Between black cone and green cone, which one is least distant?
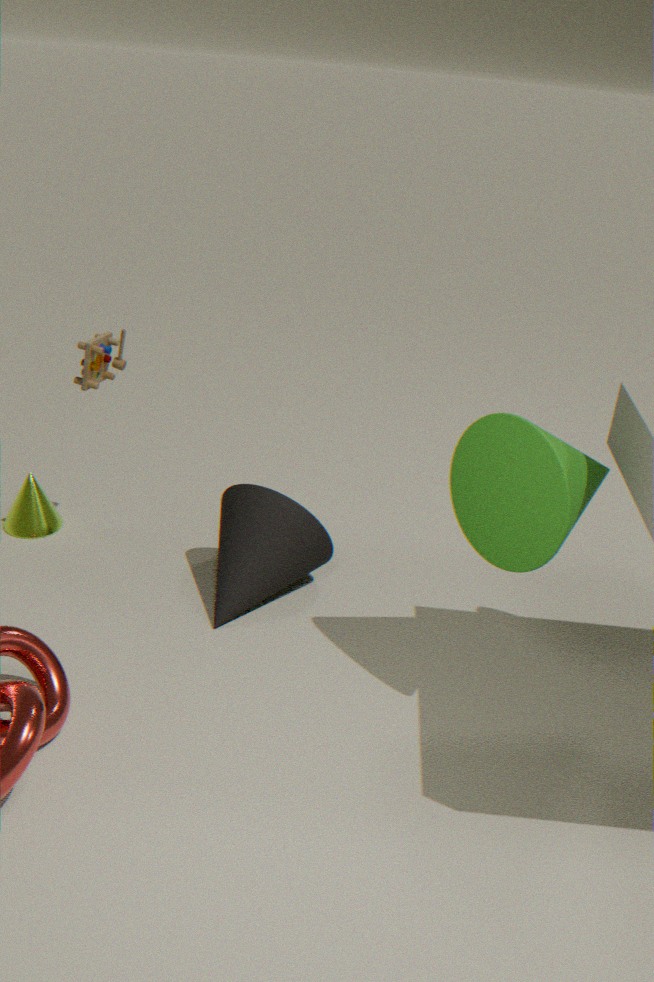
green cone
